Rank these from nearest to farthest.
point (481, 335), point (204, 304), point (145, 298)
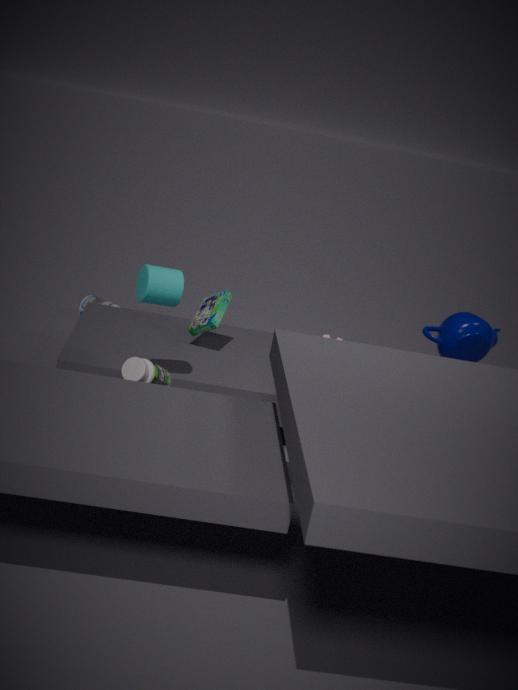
point (145, 298) < point (481, 335) < point (204, 304)
